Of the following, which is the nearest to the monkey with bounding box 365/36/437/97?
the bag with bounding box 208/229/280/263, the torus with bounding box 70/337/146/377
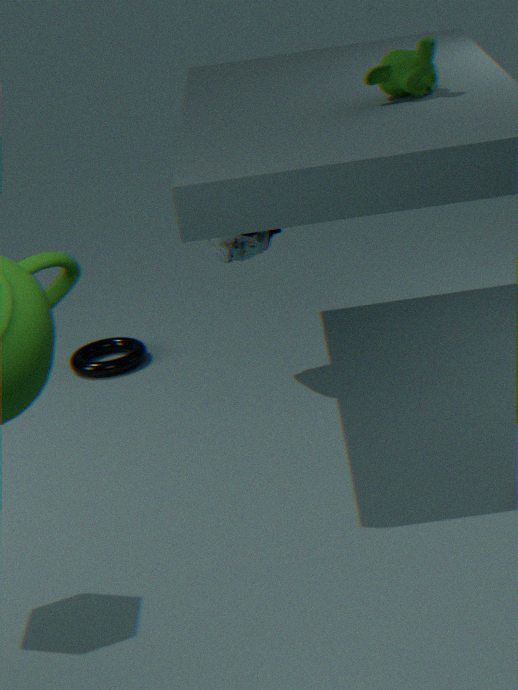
the bag with bounding box 208/229/280/263
